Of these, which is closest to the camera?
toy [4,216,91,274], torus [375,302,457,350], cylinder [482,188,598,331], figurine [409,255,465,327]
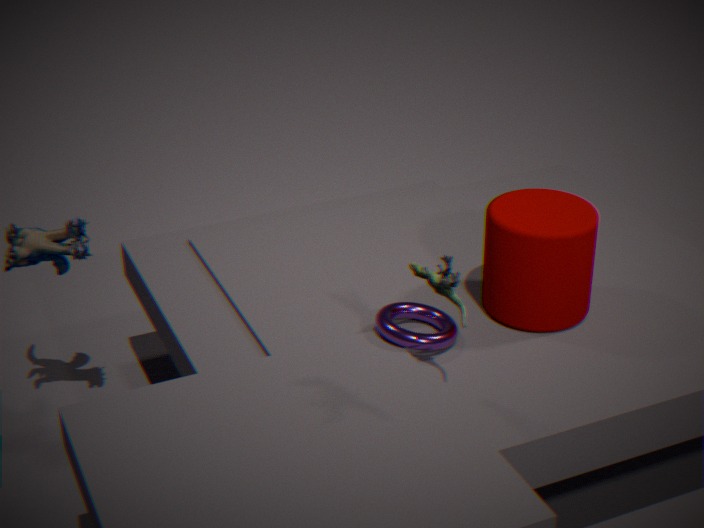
figurine [409,255,465,327]
